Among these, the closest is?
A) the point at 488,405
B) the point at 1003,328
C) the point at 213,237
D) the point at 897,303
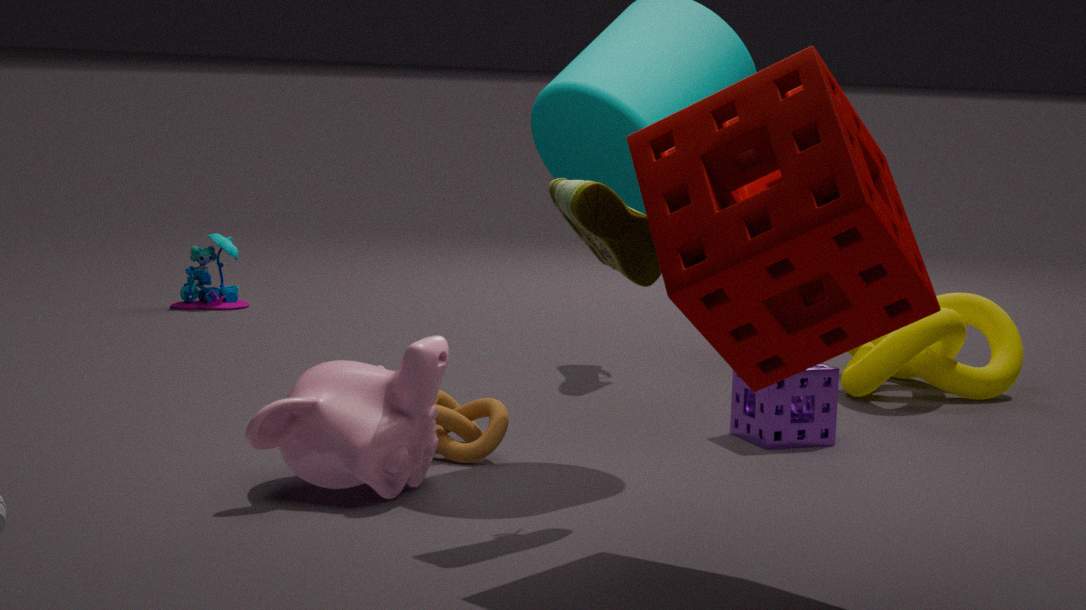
the point at 897,303
